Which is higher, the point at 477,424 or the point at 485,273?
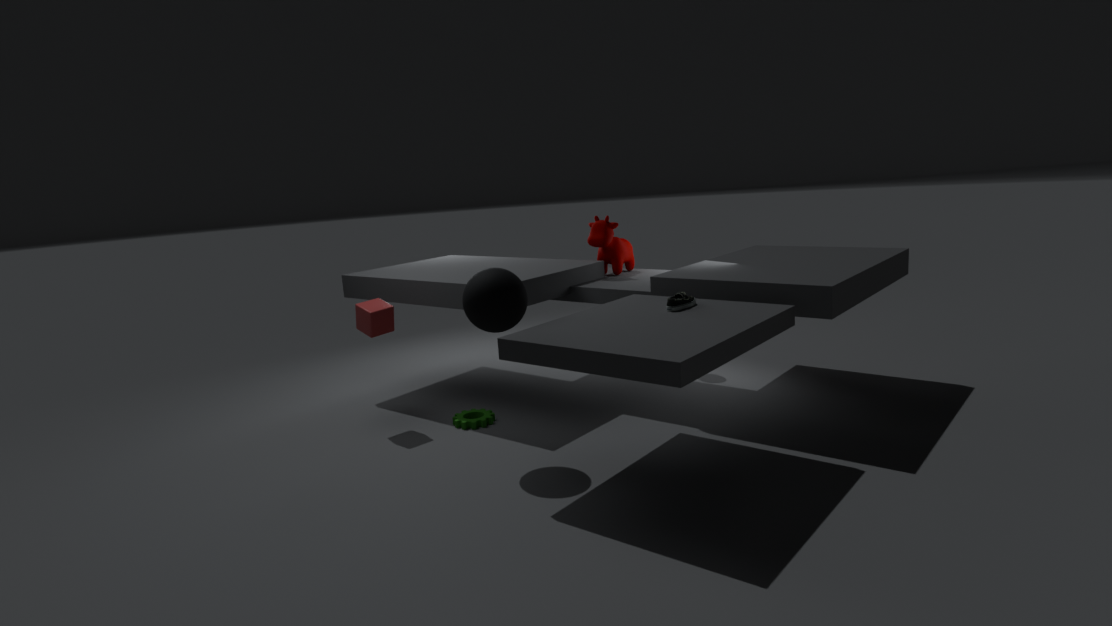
the point at 485,273
